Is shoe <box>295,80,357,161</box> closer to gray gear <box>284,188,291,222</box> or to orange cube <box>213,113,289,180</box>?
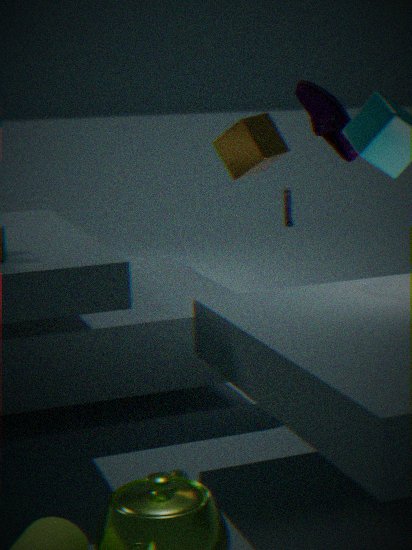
orange cube <box>213,113,289,180</box>
